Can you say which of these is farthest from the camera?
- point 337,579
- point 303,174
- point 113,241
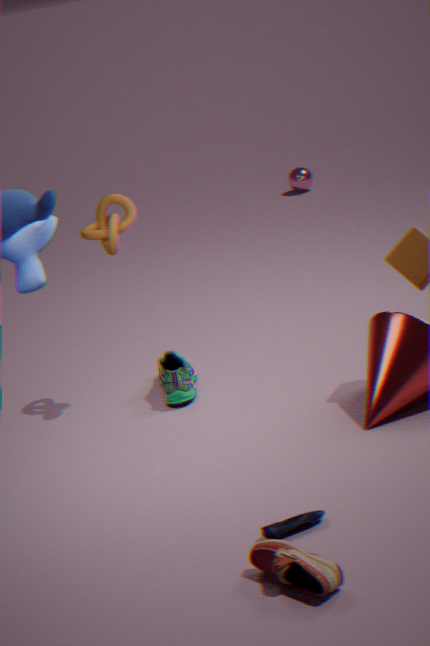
point 303,174
